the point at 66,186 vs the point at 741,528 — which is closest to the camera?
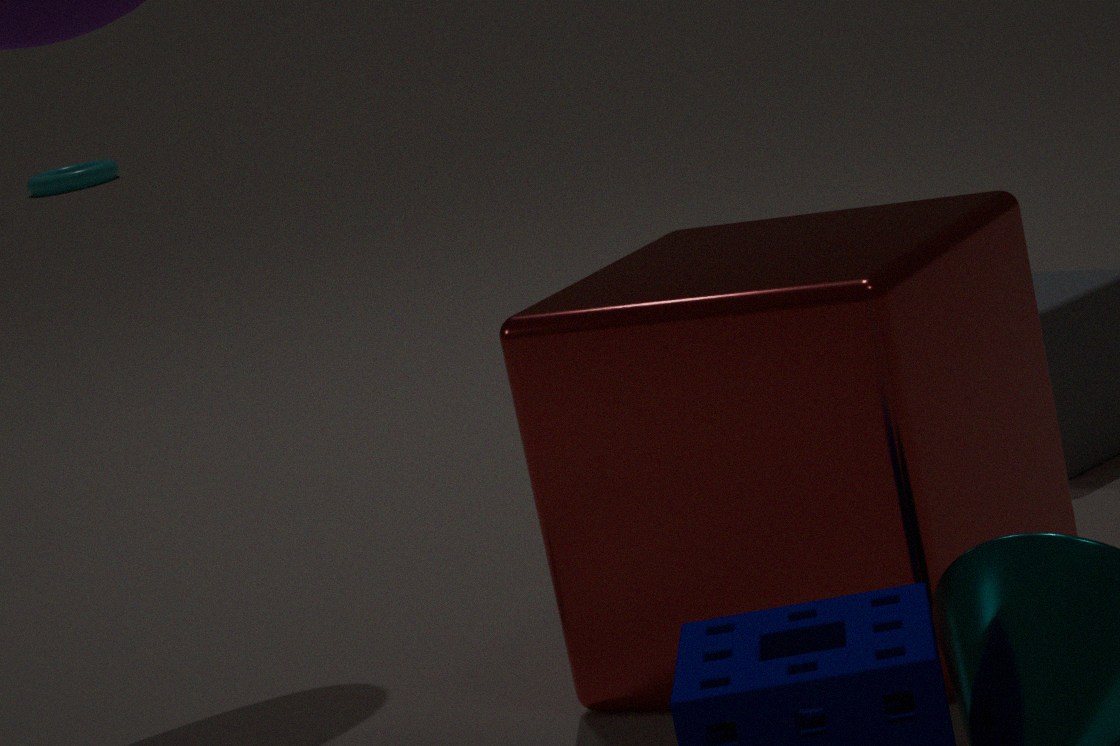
the point at 741,528
